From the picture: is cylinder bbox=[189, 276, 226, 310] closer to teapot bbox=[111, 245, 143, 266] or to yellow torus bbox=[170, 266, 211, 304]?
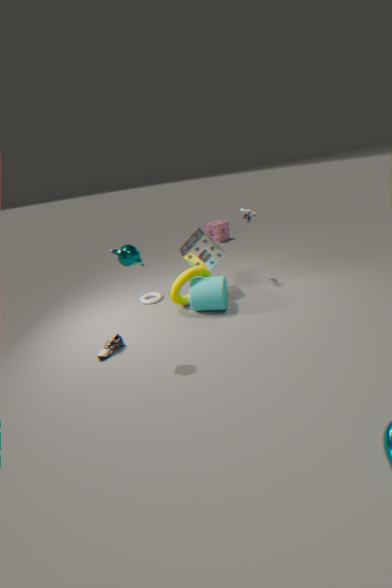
yellow torus bbox=[170, 266, 211, 304]
